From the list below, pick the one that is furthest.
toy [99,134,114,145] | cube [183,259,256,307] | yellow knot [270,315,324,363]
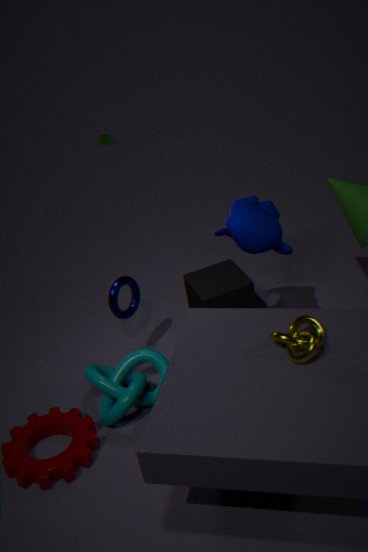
toy [99,134,114,145]
